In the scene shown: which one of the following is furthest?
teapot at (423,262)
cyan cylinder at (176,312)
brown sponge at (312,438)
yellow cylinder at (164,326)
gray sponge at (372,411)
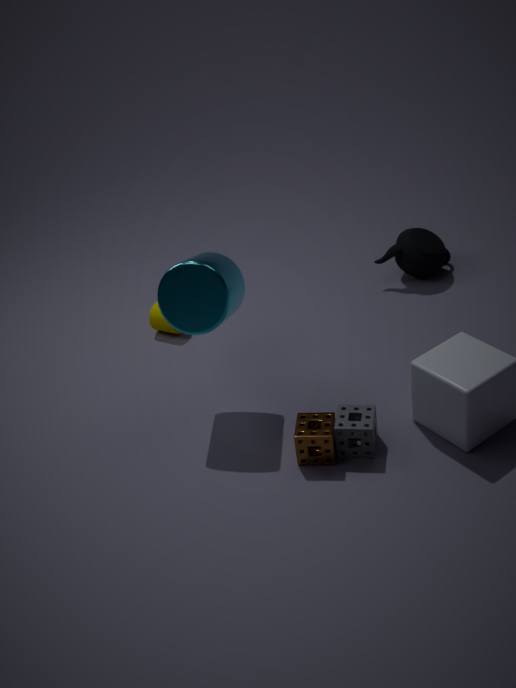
teapot at (423,262)
